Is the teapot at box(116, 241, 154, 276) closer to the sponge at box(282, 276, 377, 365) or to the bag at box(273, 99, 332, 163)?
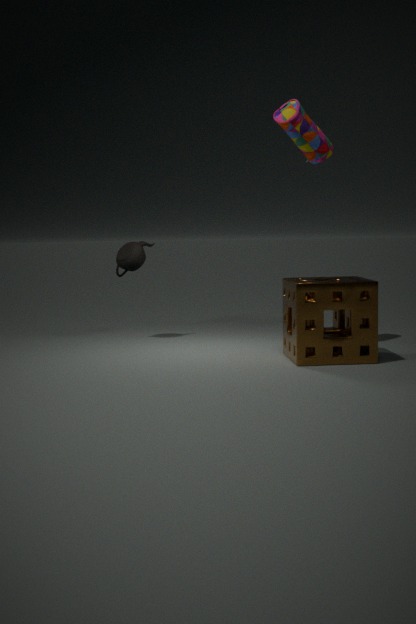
the sponge at box(282, 276, 377, 365)
